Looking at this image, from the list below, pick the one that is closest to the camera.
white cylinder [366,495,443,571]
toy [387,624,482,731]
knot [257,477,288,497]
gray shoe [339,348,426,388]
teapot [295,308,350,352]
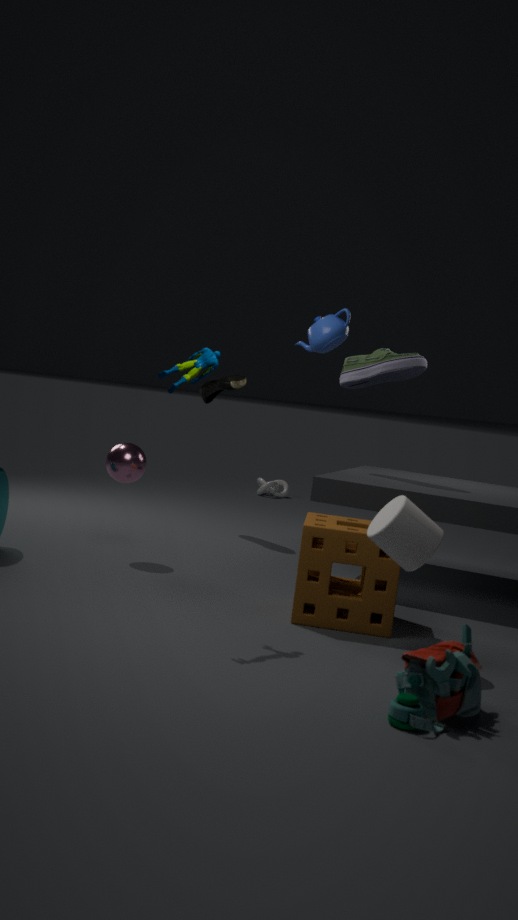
toy [387,624,482,731]
